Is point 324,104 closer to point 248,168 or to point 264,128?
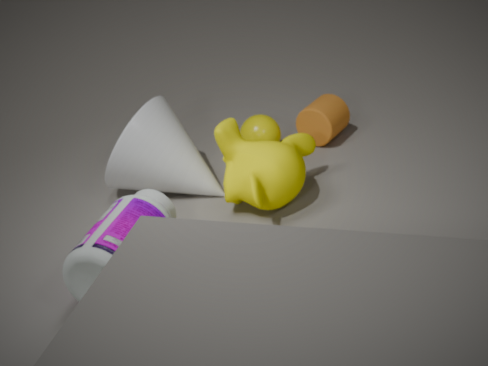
point 264,128
